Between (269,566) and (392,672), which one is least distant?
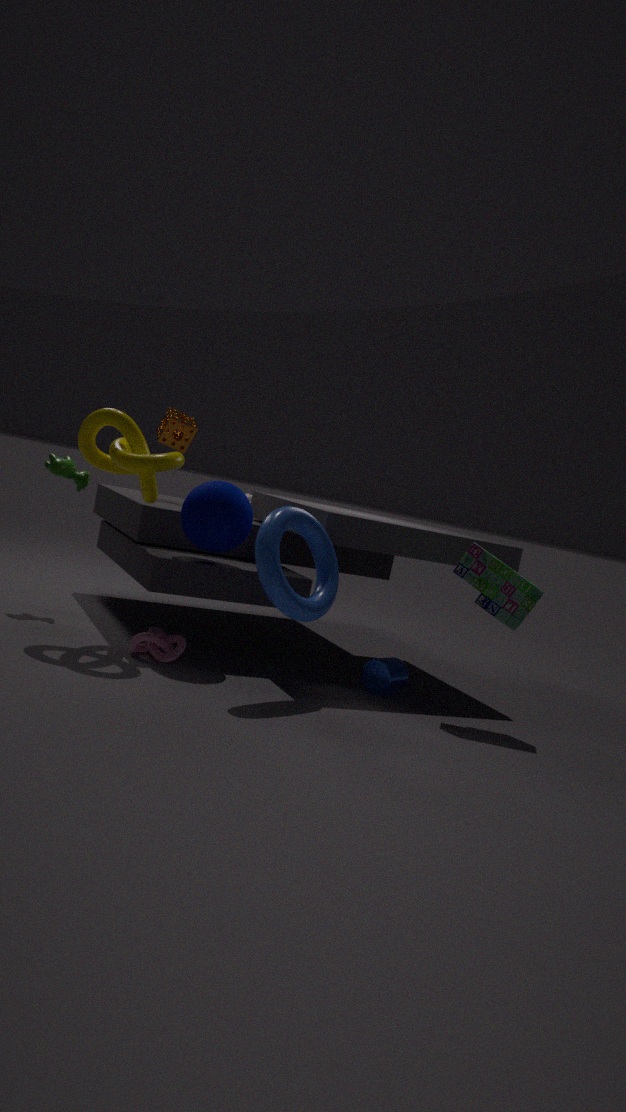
(269,566)
